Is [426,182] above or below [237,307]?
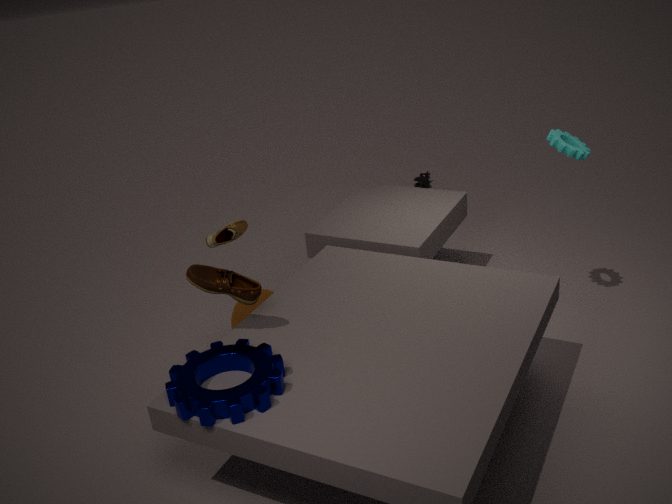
below
